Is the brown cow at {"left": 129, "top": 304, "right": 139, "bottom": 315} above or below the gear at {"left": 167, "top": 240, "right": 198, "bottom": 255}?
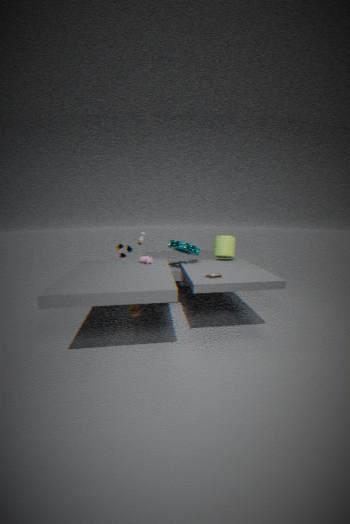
below
